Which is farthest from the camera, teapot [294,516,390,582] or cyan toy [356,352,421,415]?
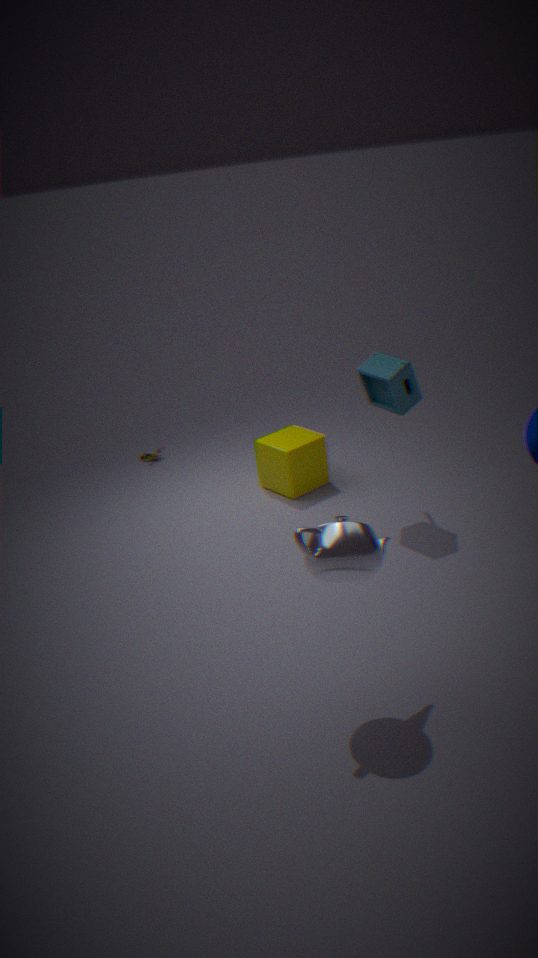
cyan toy [356,352,421,415]
